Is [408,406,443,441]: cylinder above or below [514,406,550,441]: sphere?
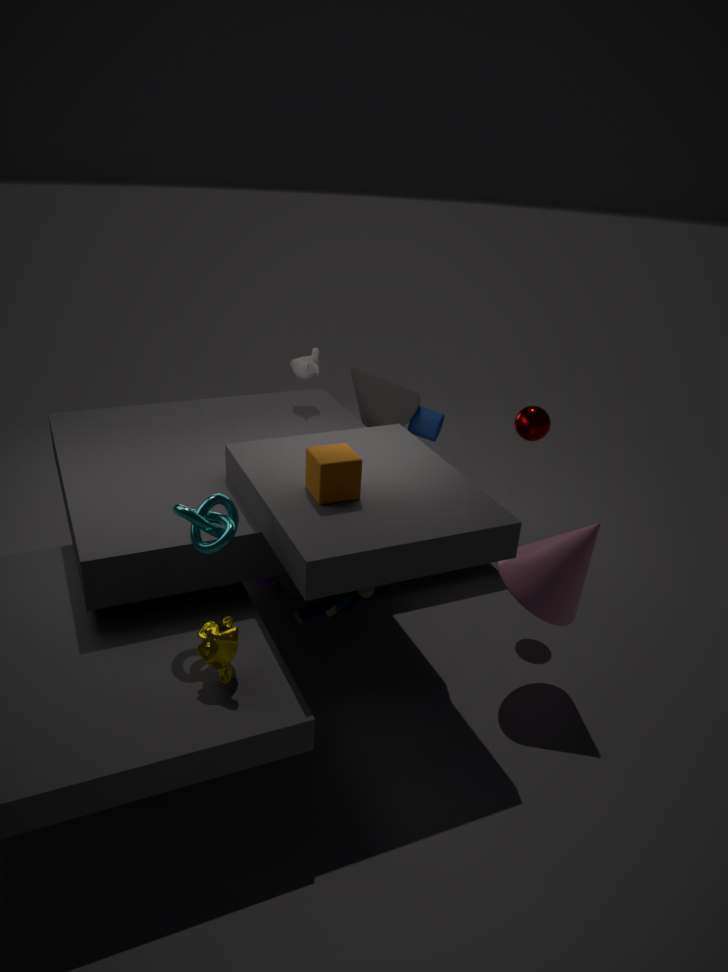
below
